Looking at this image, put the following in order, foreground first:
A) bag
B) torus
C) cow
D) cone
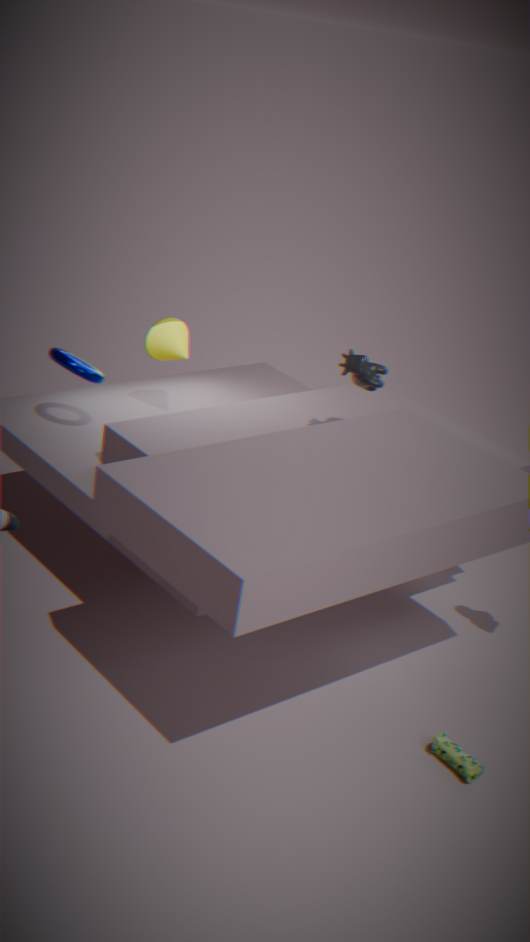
1. bag
2. cow
3. torus
4. cone
